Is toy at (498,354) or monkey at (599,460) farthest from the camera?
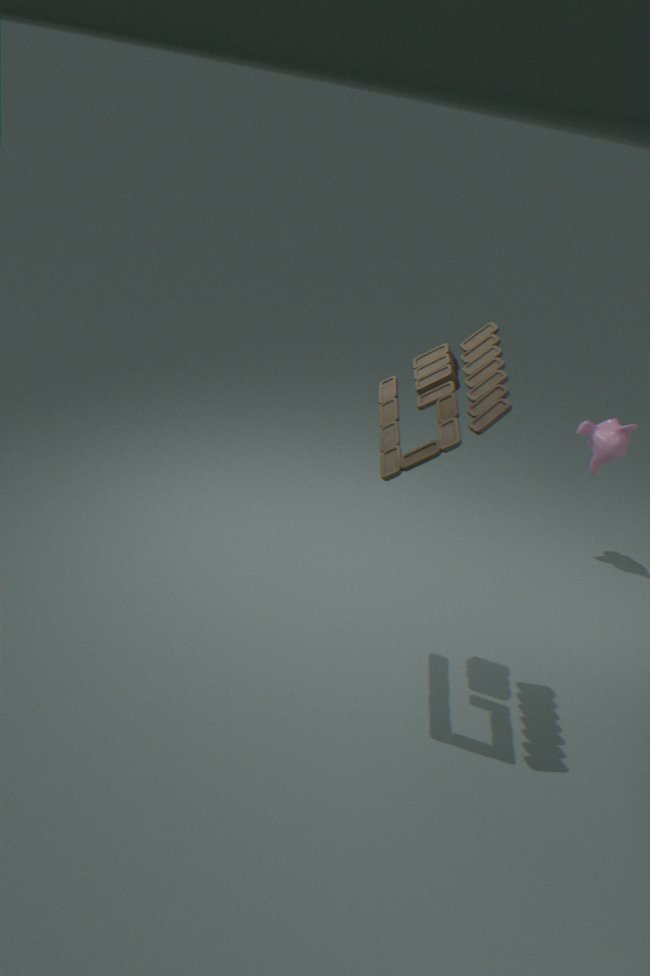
monkey at (599,460)
